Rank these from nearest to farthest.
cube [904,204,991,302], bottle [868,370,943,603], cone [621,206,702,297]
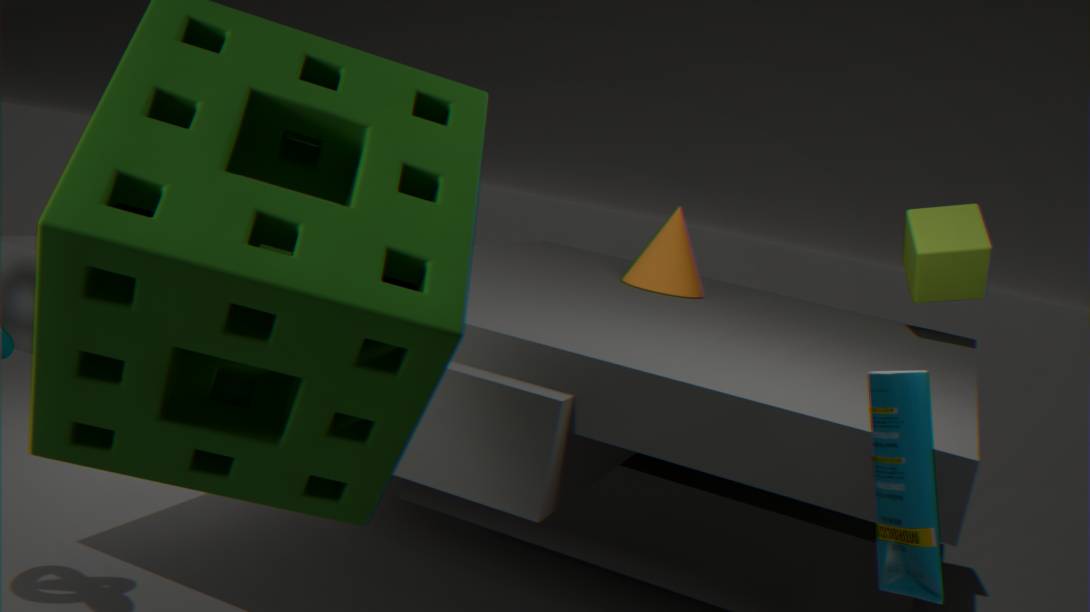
1. bottle [868,370,943,603]
2. cube [904,204,991,302]
3. cone [621,206,702,297]
